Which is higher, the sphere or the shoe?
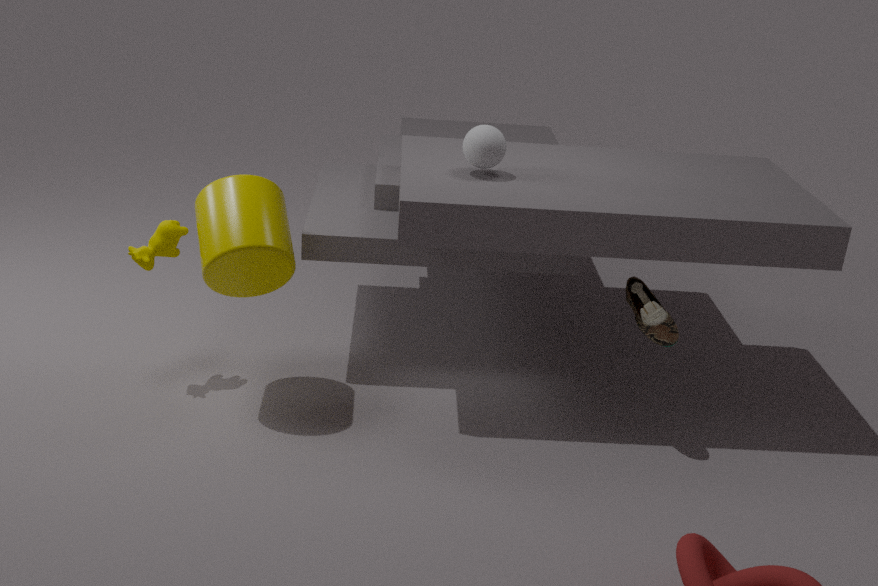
the sphere
